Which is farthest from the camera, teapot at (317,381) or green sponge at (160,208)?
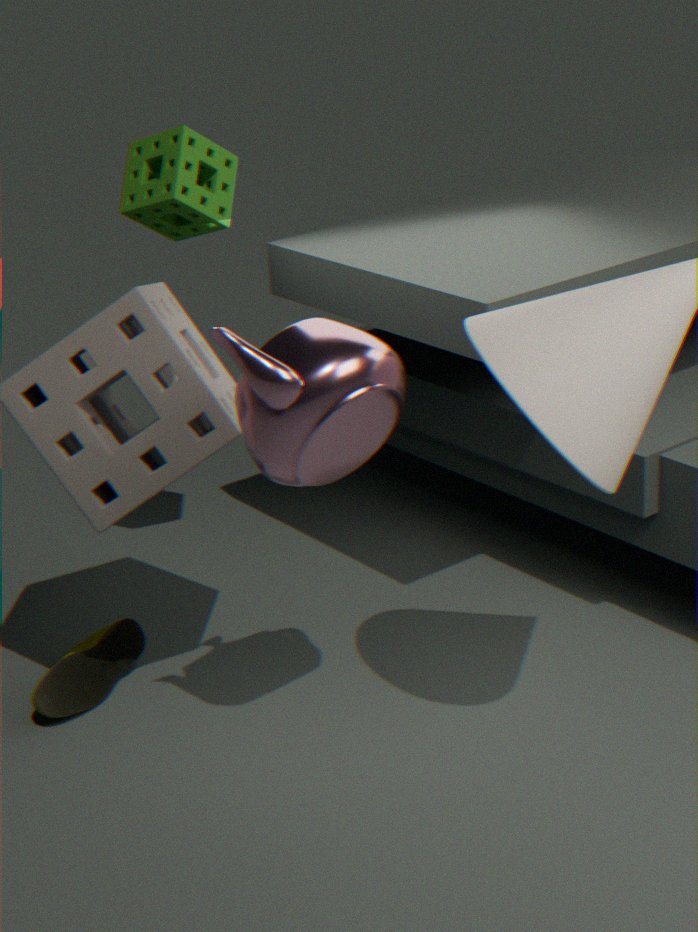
green sponge at (160,208)
